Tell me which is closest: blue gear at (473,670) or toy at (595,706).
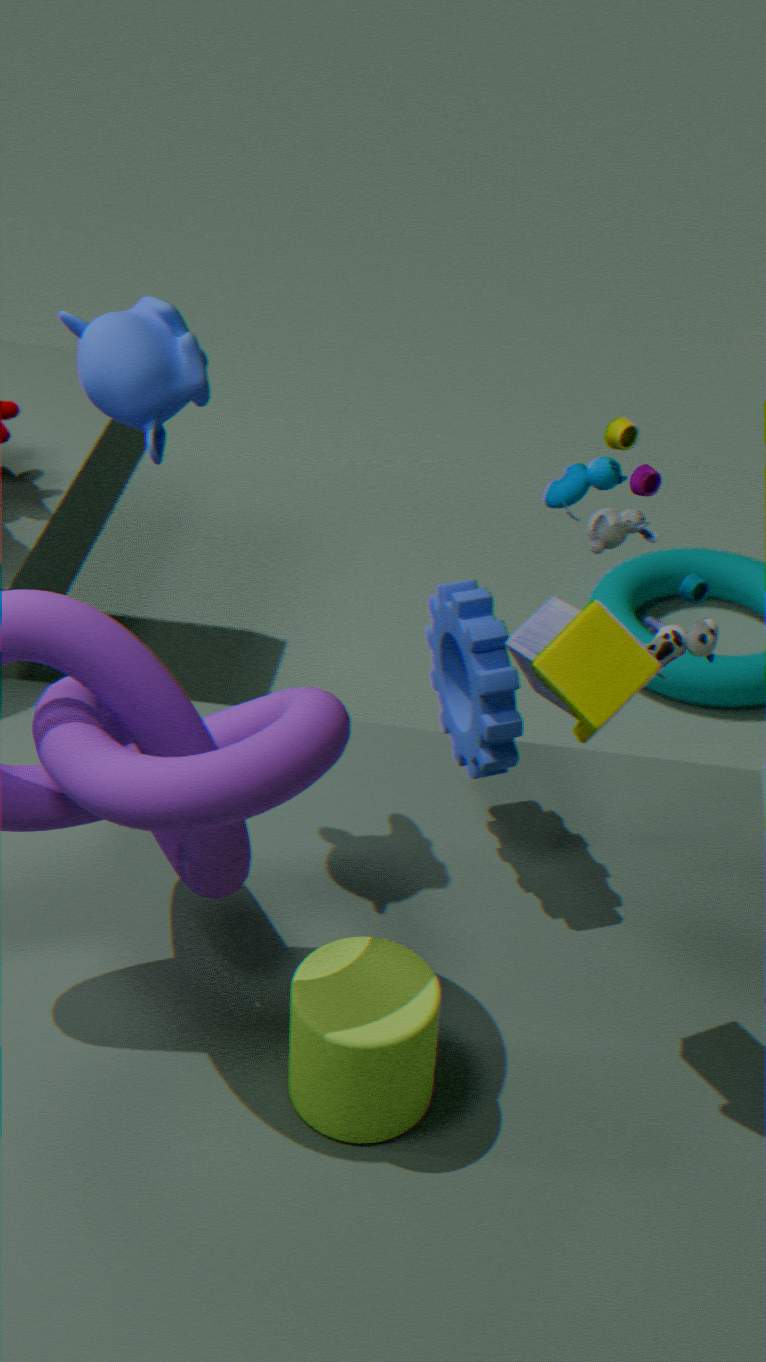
toy at (595,706)
